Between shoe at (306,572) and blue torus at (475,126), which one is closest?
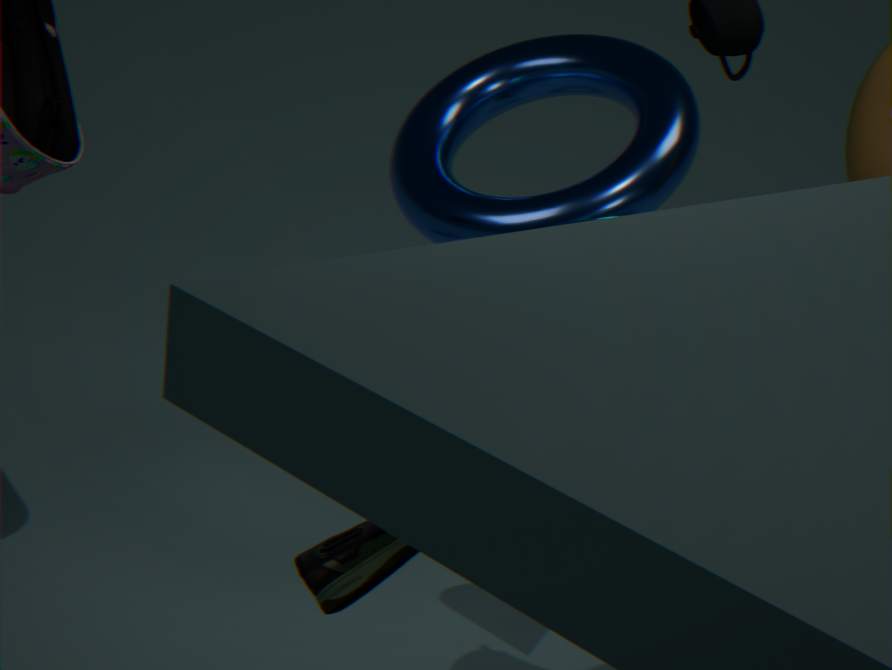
shoe at (306,572)
